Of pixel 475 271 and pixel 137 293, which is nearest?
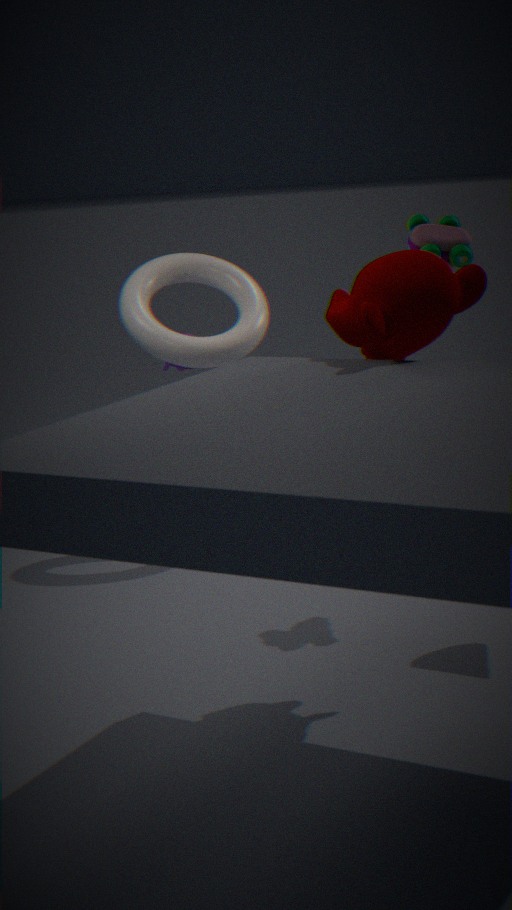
pixel 475 271
